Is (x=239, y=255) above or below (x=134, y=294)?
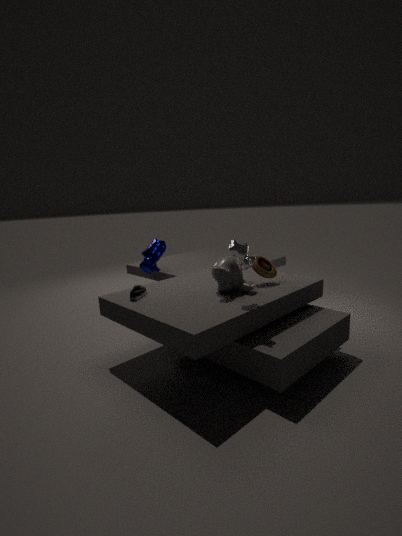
above
